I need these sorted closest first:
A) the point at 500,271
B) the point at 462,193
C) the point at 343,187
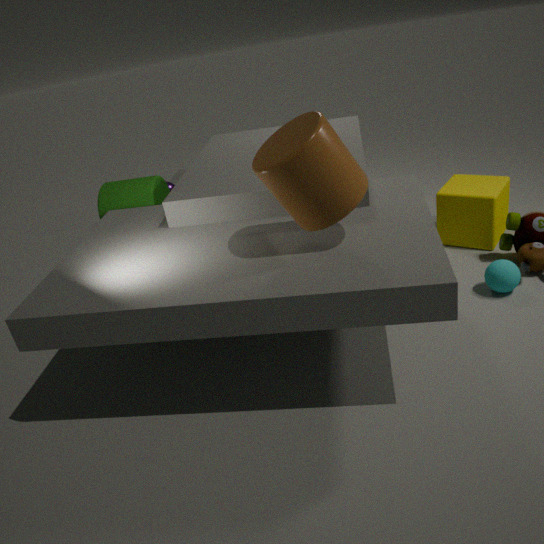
the point at 343,187, the point at 500,271, the point at 462,193
